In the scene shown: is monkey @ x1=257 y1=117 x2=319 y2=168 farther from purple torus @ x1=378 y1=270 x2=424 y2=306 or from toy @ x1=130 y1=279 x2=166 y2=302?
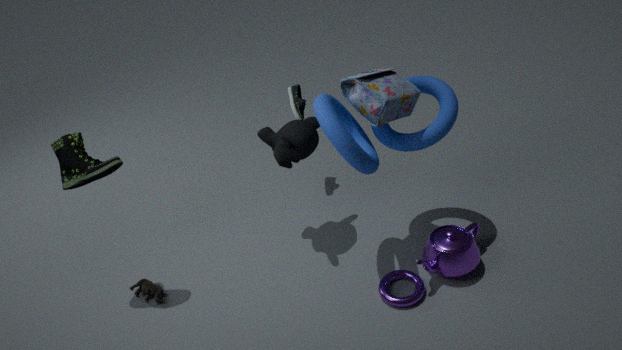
toy @ x1=130 y1=279 x2=166 y2=302
